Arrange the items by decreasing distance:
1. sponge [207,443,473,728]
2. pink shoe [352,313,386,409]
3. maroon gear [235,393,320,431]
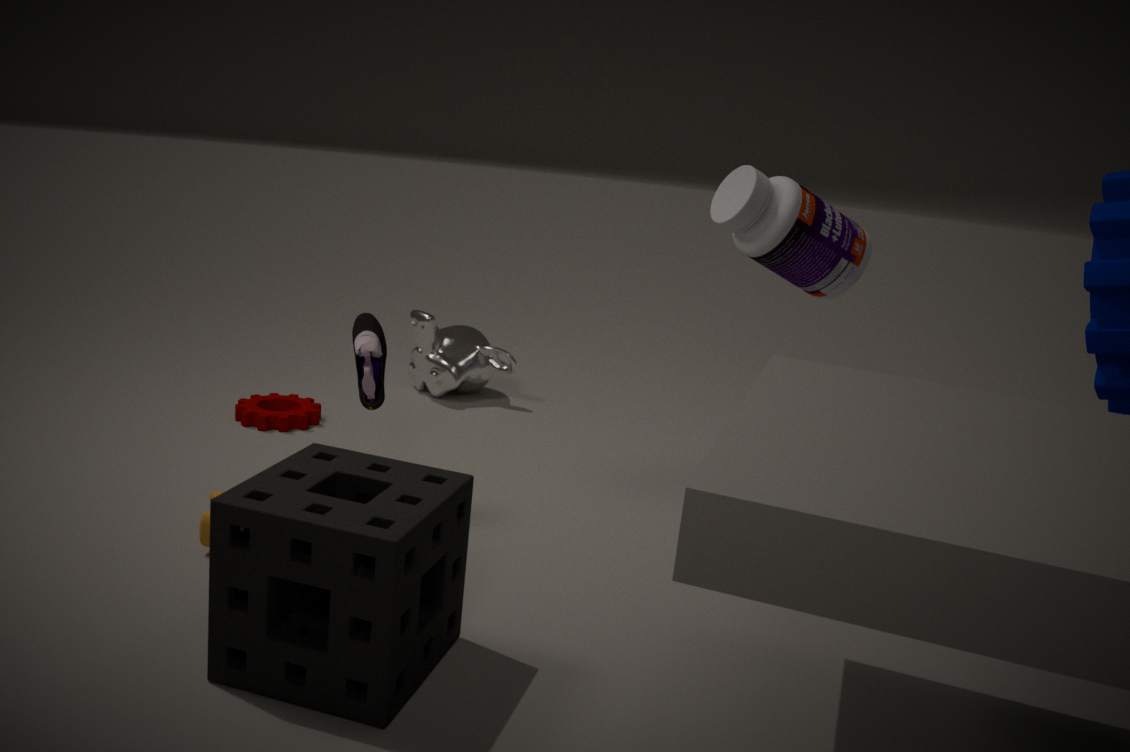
maroon gear [235,393,320,431] → pink shoe [352,313,386,409] → sponge [207,443,473,728]
